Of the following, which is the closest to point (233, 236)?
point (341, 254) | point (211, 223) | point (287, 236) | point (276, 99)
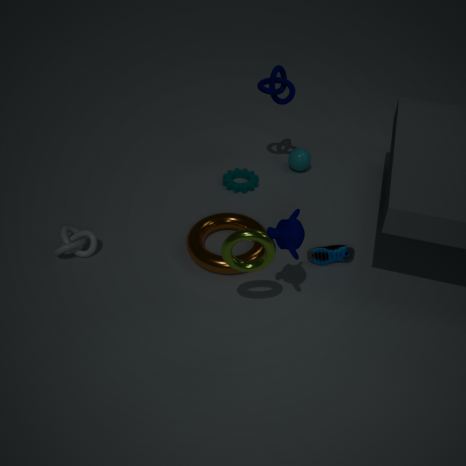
point (287, 236)
